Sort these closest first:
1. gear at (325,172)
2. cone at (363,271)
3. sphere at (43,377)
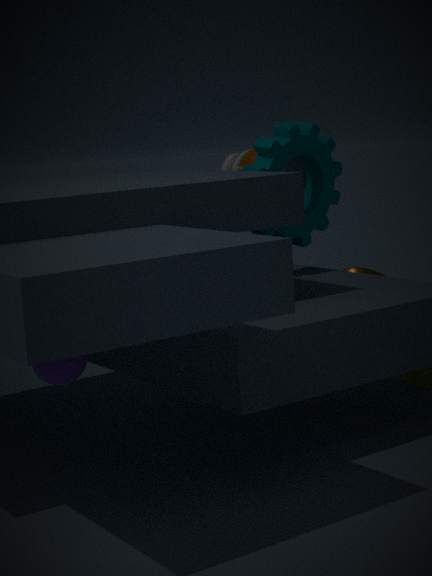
sphere at (43,377)
gear at (325,172)
cone at (363,271)
